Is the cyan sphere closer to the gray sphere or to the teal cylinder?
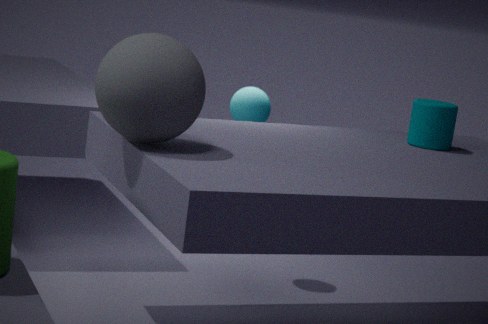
the teal cylinder
